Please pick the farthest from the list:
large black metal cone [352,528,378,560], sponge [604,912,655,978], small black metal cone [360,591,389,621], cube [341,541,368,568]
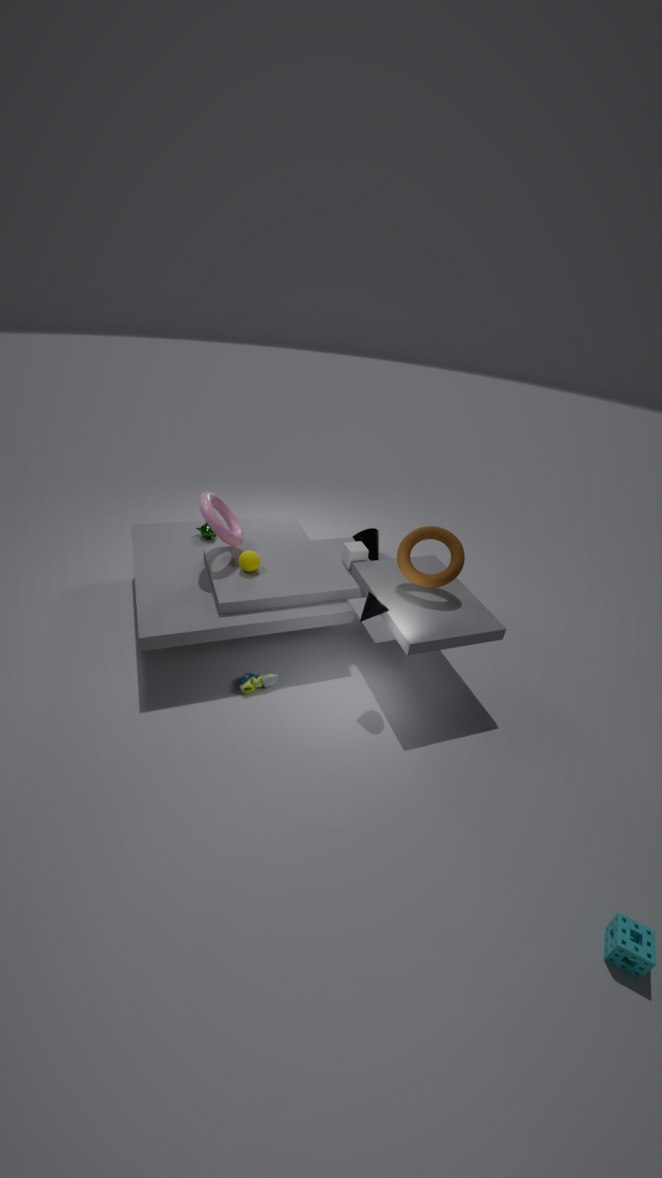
large black metal cone [352,528,378,560]
